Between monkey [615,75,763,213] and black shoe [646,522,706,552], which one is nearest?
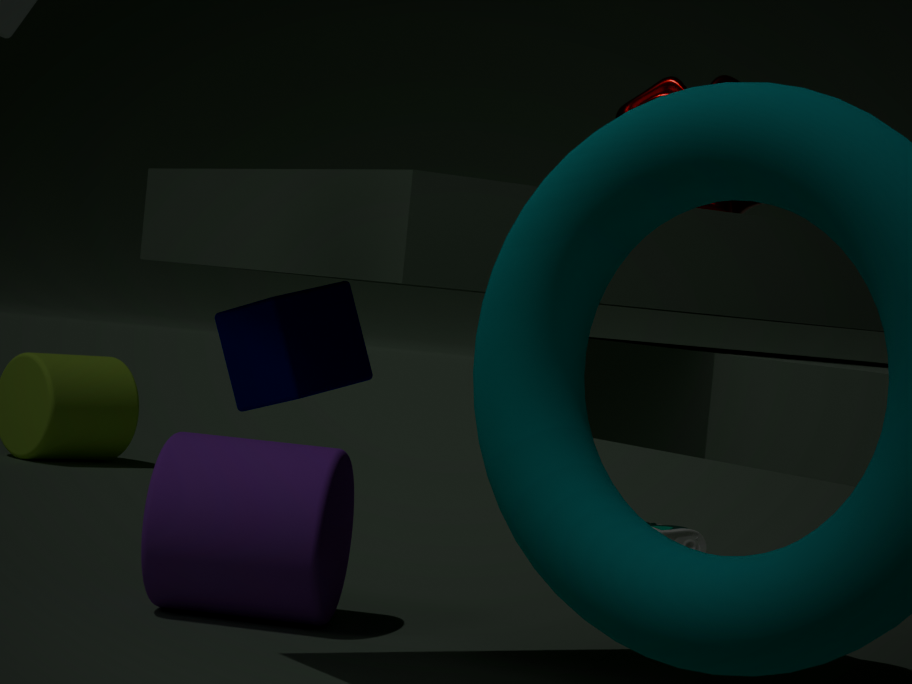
monkey [615,75,763,213]
